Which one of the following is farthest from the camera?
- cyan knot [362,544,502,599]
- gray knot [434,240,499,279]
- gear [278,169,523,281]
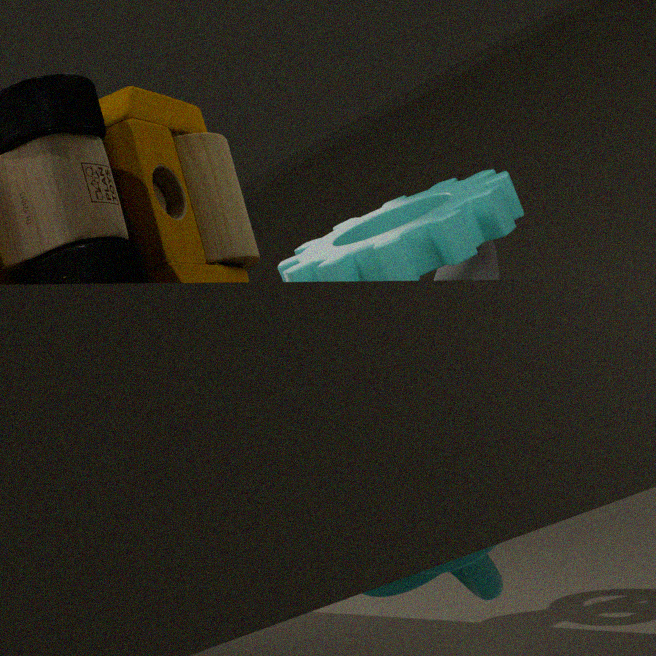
gray knot [434,240,499,279]
